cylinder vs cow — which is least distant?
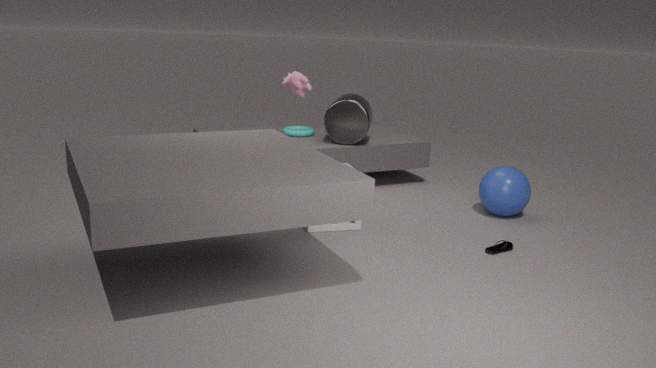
cow
